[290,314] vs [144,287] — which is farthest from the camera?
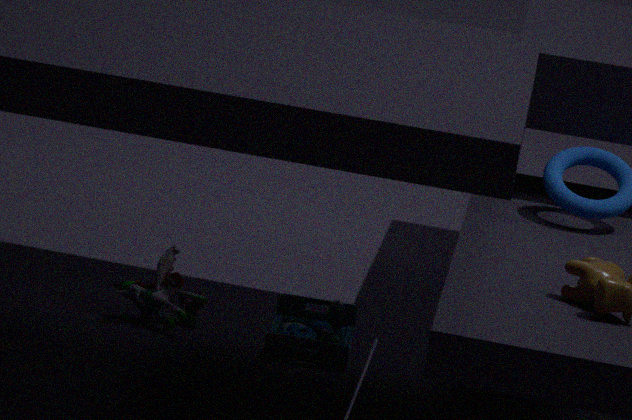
[290,314]
